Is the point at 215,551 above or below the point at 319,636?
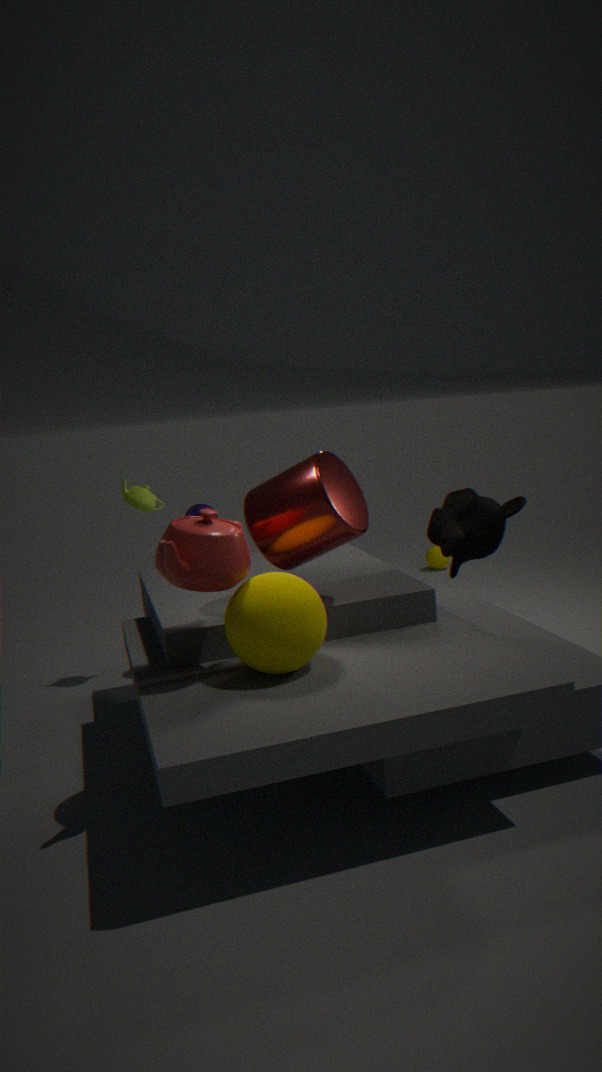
above
